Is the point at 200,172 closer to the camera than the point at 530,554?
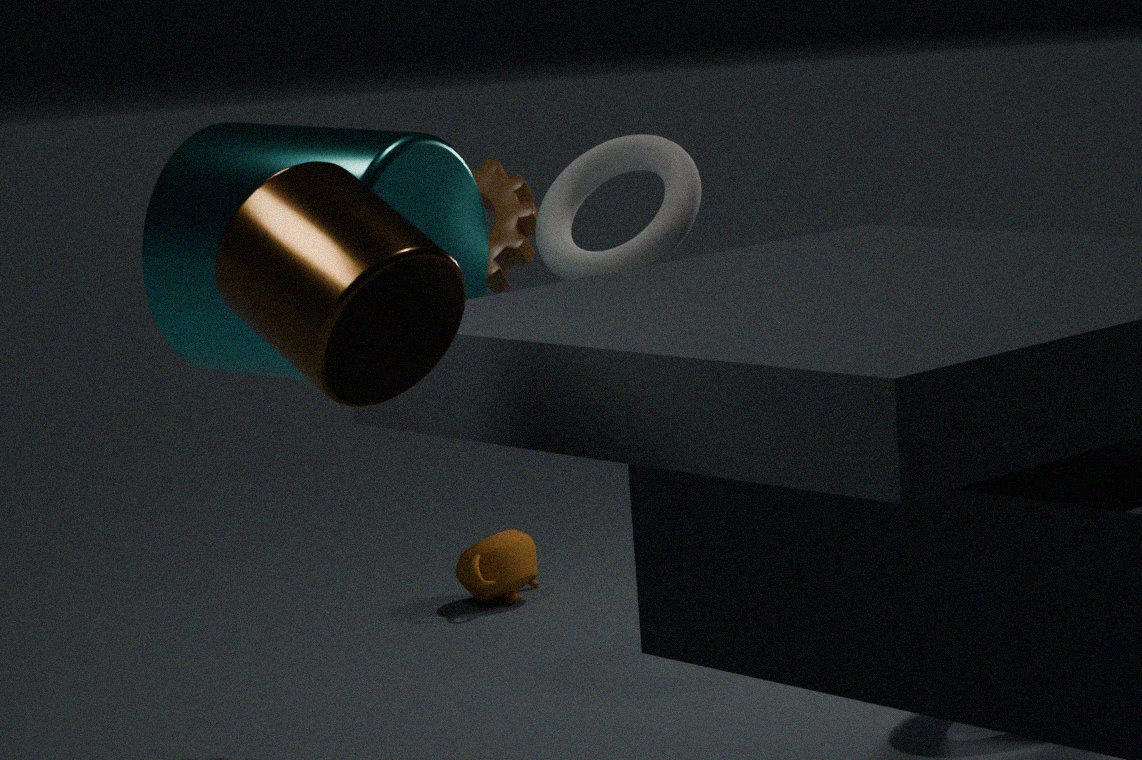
Yes
